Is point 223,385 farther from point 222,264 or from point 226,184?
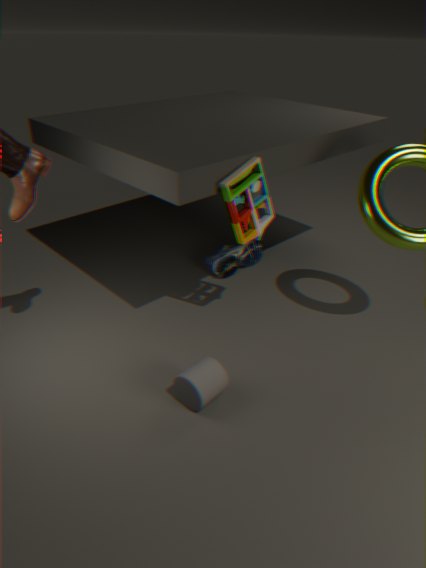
point 222,264
